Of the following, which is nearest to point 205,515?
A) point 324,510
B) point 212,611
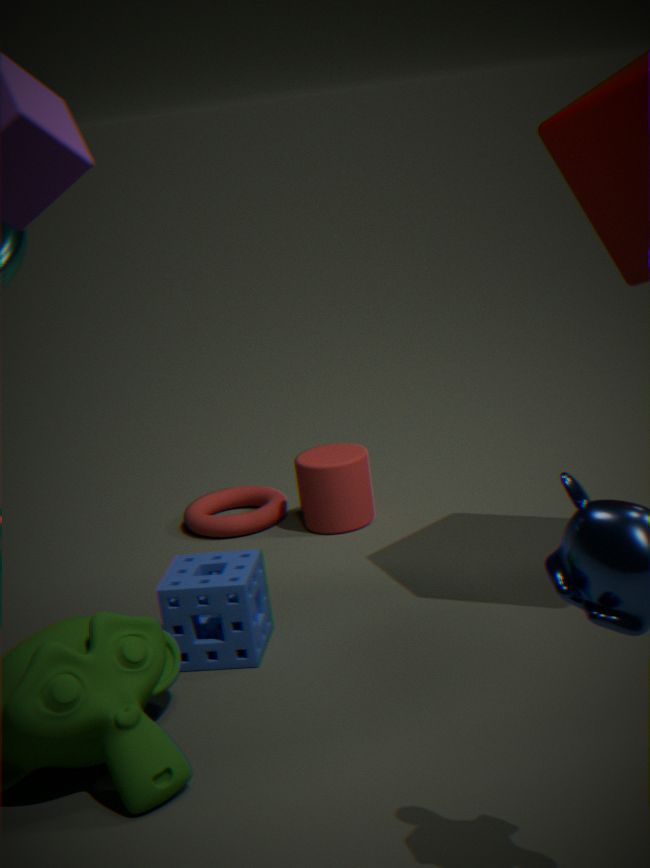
point 324,510
